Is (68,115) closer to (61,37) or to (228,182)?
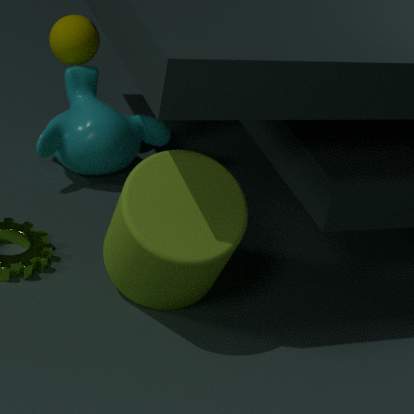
(61,37)
